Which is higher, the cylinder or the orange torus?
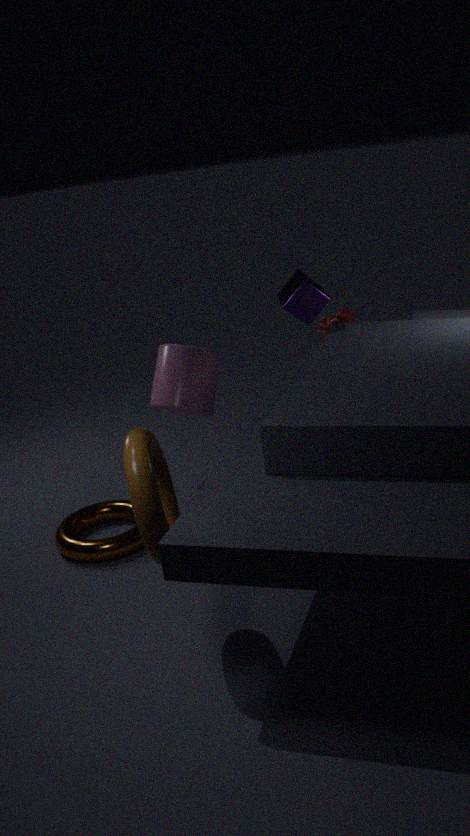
the cylinder
